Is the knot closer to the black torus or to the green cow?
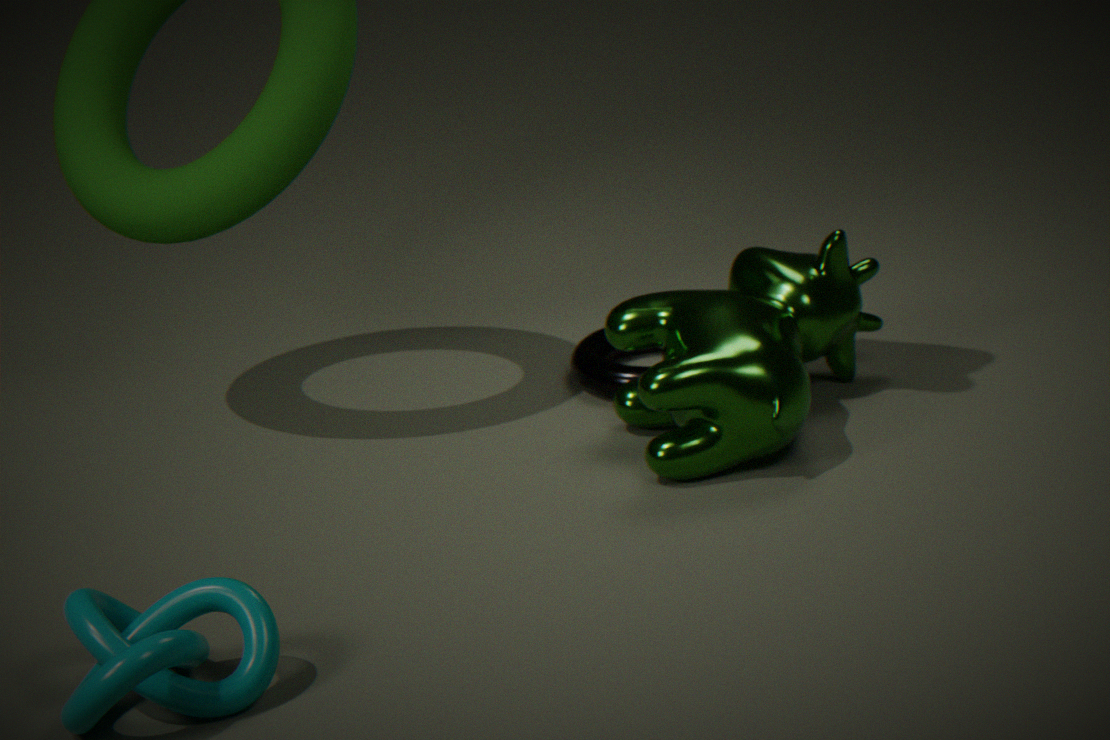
the green cow
